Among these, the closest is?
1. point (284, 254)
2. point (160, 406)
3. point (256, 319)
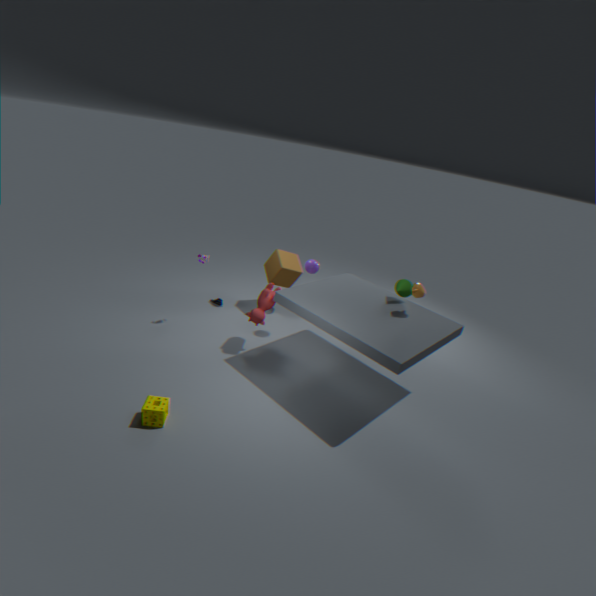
point (160, 406)
